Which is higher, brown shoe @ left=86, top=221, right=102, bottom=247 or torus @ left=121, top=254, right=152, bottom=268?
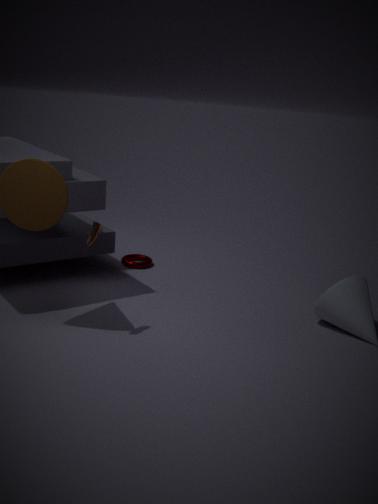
brown shoe @ left=86, top=221, right=102, bottom=247
